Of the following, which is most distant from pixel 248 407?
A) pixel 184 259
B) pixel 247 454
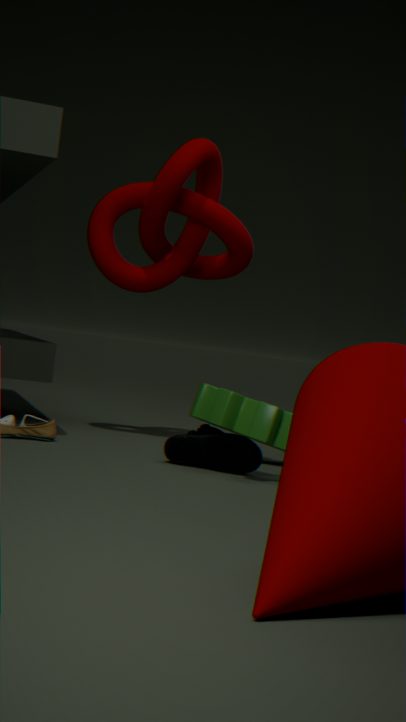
pixel 184 259
